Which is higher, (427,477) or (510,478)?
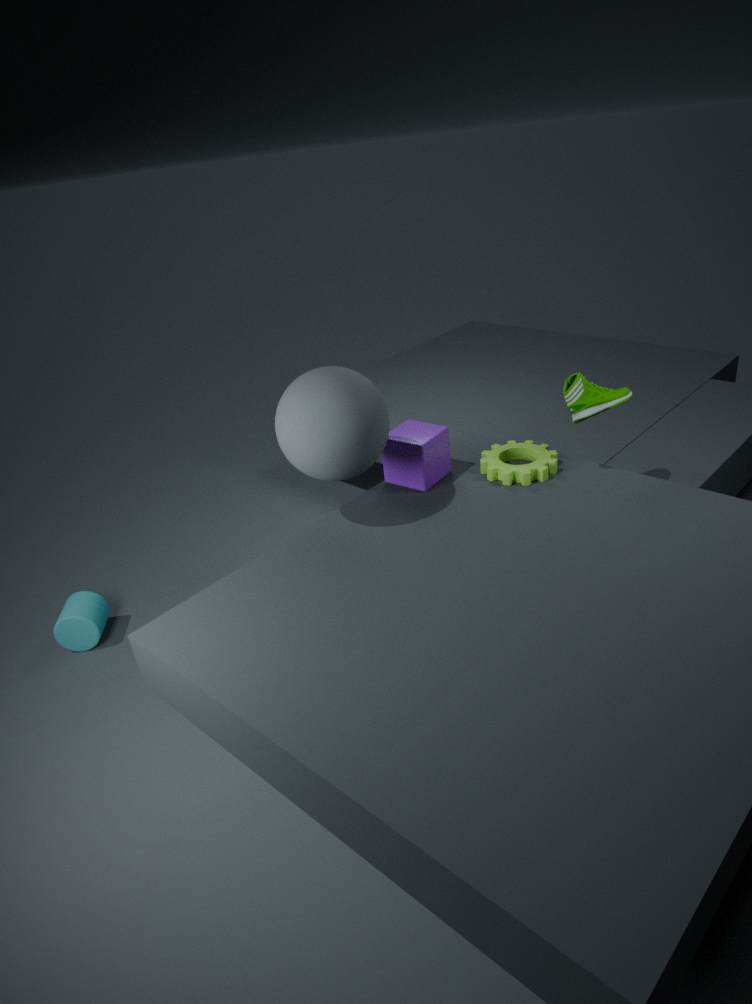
(427,477)
